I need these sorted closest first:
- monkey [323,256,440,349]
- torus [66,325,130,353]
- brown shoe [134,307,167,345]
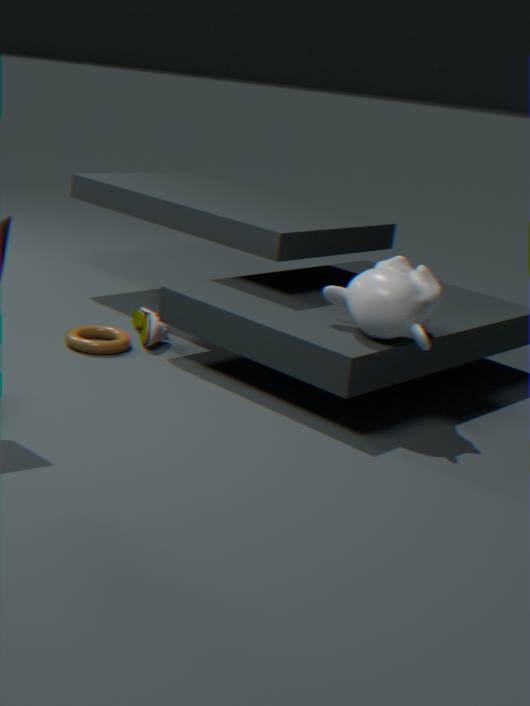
1. monkey [323,256,440,349]
2. torus [66,325,130,353]
3. brown shoe [134,307,167,345]
